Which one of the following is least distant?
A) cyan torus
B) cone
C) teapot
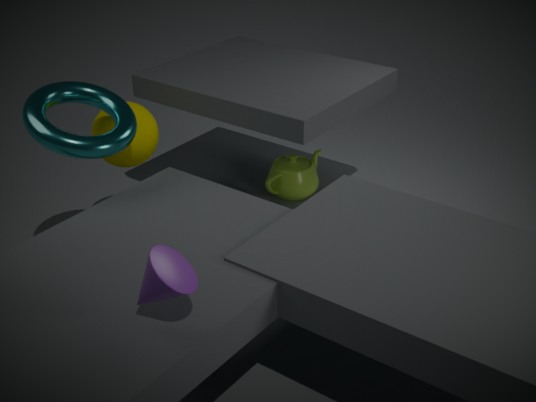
cone
